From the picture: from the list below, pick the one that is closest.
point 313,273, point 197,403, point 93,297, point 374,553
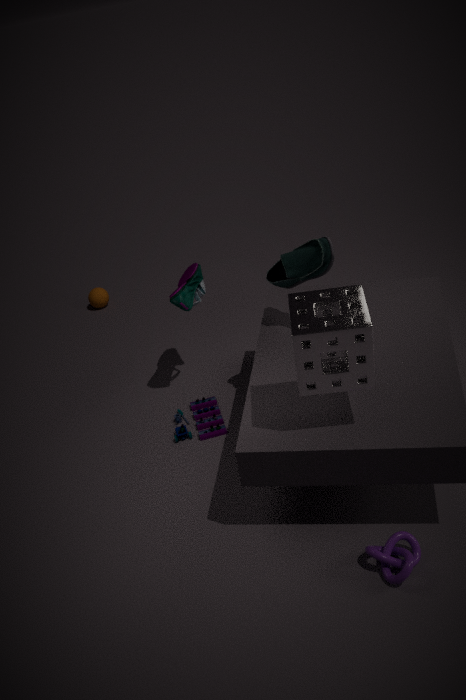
point 374,553
